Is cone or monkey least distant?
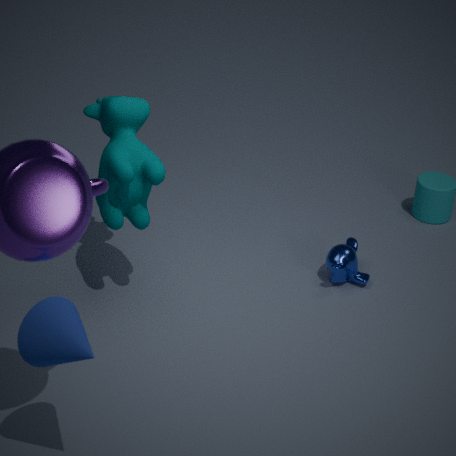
cone
